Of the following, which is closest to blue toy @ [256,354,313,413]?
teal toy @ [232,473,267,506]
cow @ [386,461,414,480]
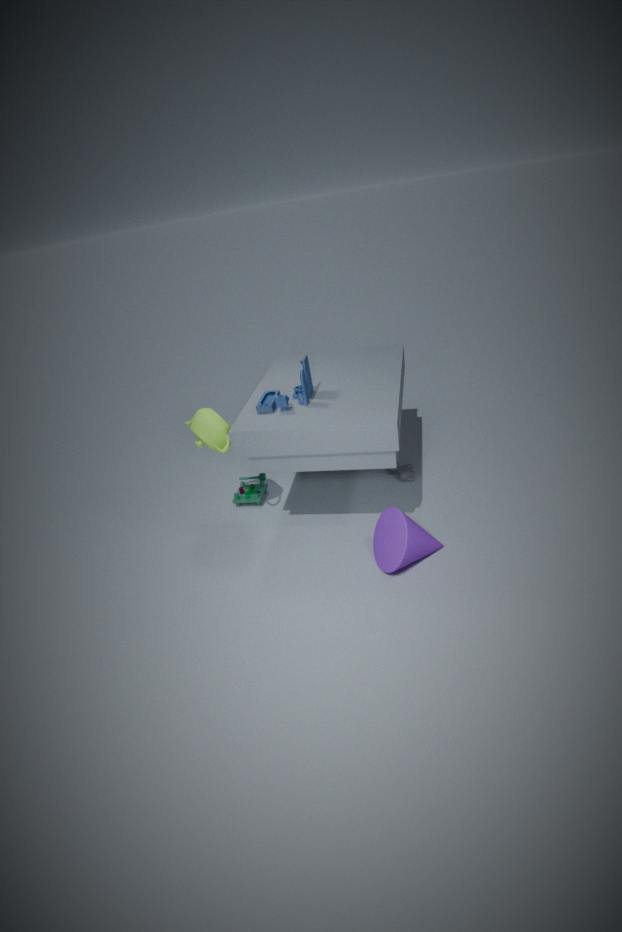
teal toy @ [232,473,267,506]
